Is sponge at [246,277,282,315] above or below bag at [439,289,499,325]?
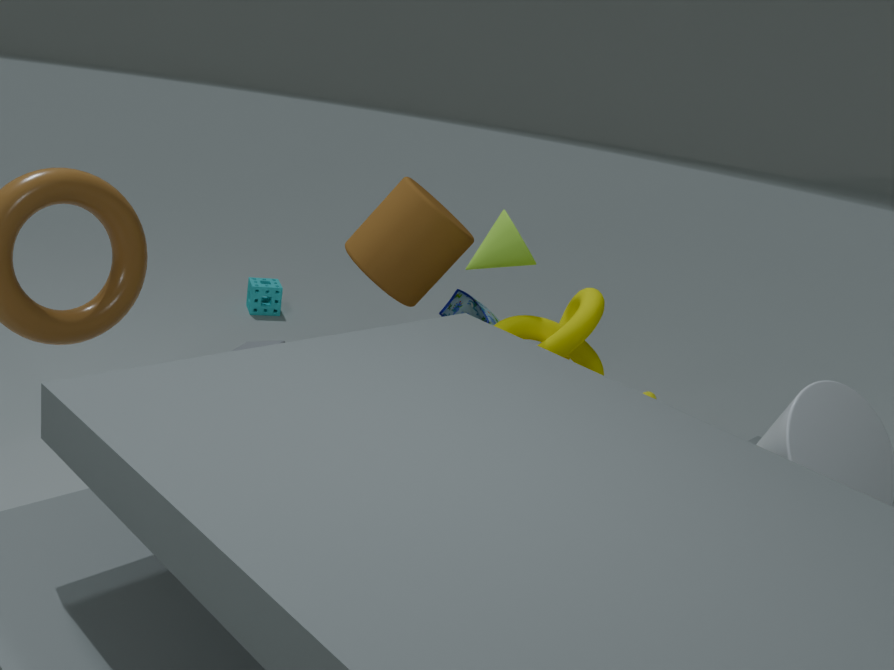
below
